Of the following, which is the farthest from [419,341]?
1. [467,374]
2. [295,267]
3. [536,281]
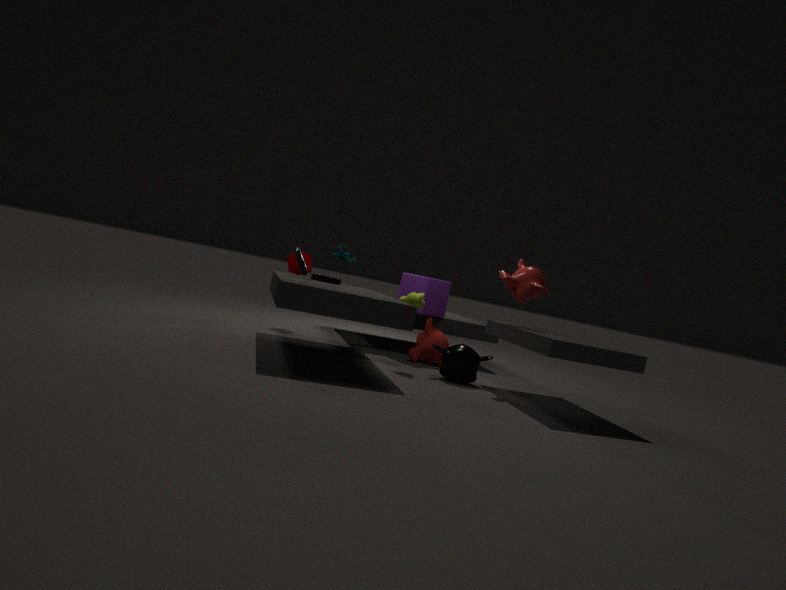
[295,267]
